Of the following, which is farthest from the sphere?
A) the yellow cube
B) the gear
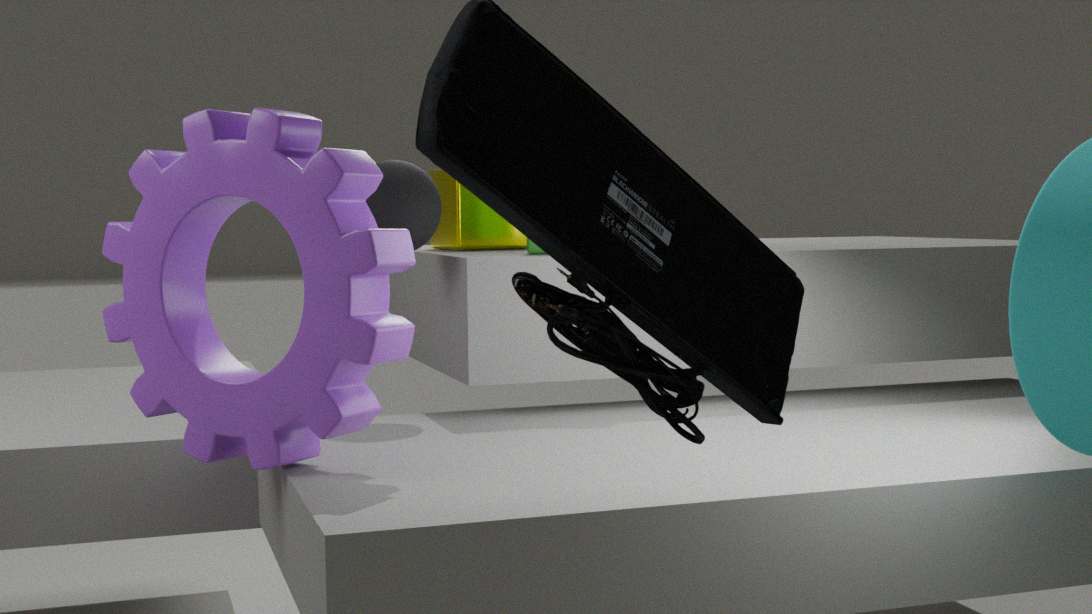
the gear
